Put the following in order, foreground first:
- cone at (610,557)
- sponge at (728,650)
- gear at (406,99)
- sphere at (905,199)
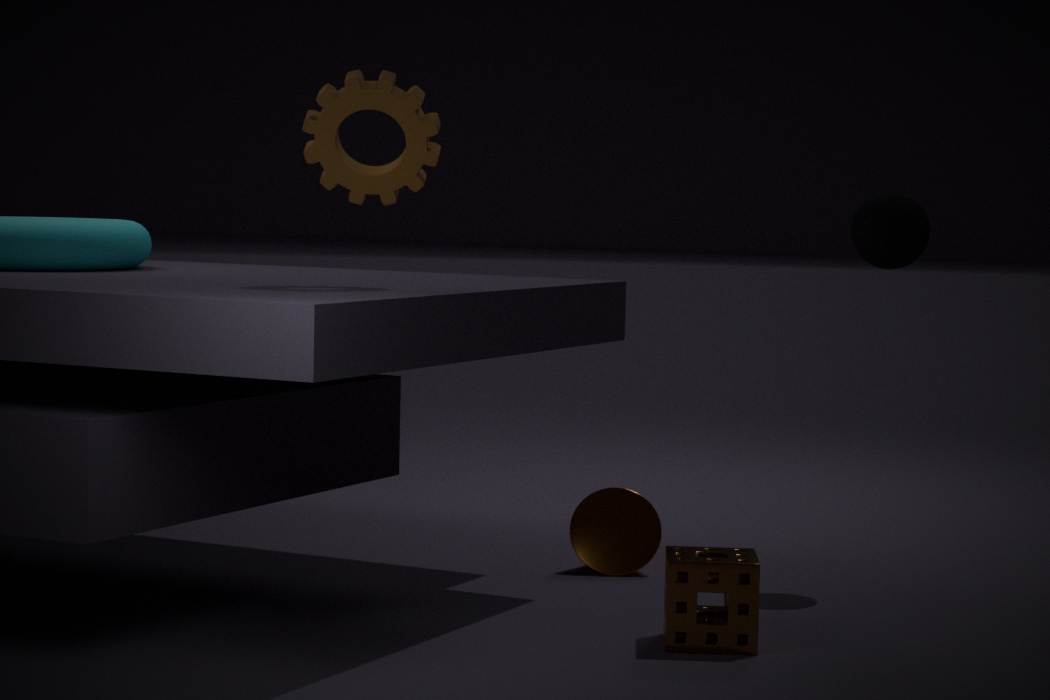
sponge at (728,650) < gear at (406,99) < sphere at (905,199) < cone at (610,557)
